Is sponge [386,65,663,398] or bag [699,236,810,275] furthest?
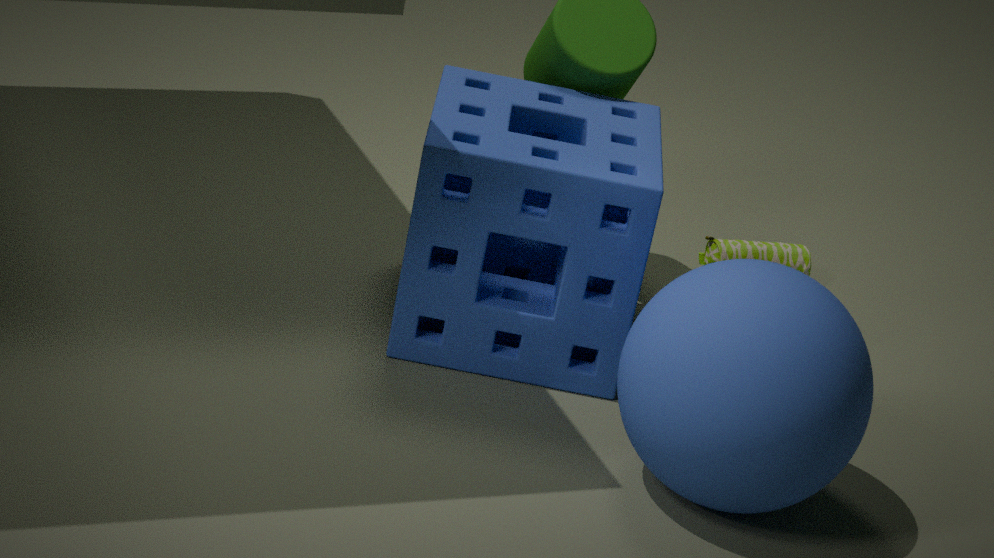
bag [699,236,810,275]
